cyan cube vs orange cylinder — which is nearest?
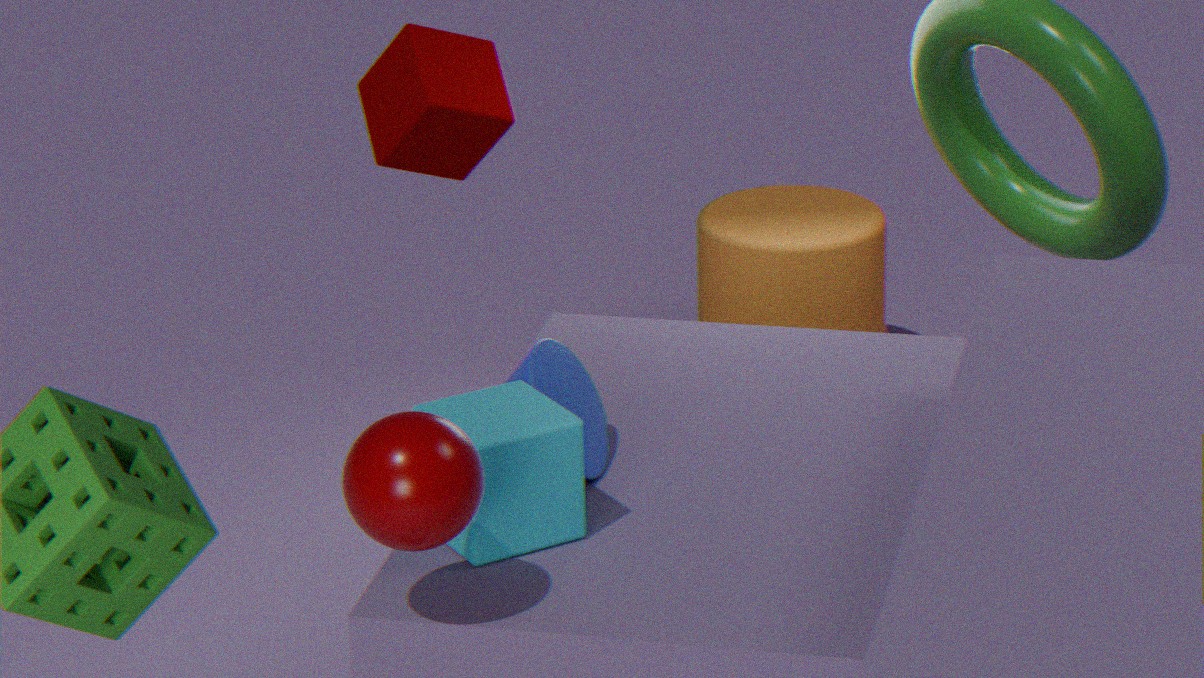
cyan cube
